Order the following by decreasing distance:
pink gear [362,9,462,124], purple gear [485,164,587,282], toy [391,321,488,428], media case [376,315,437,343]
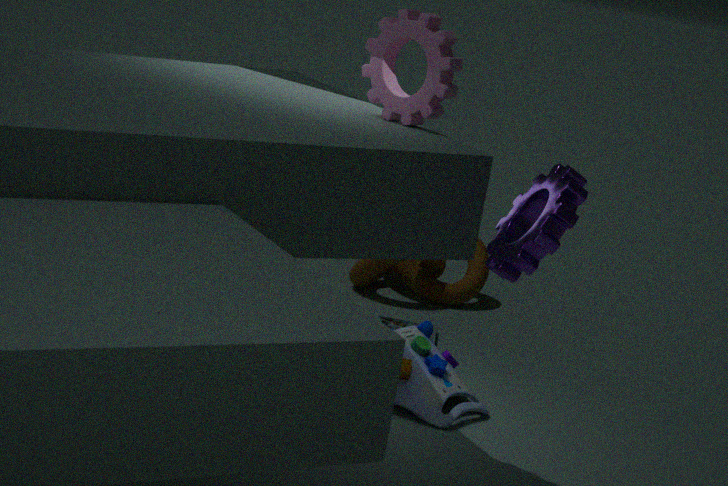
media case [376,315,437,343] → toy [391,321,488,428] → pink gear [362,9,462,124] → purple gear [485,164,587,282]
